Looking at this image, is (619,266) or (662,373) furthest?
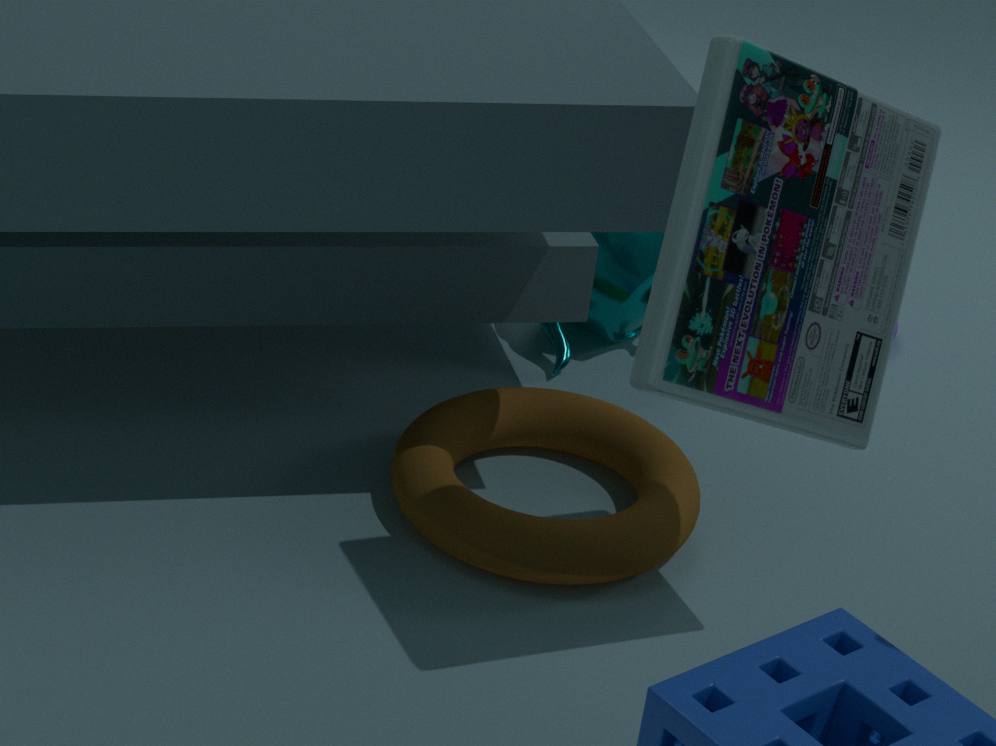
(619,266)
